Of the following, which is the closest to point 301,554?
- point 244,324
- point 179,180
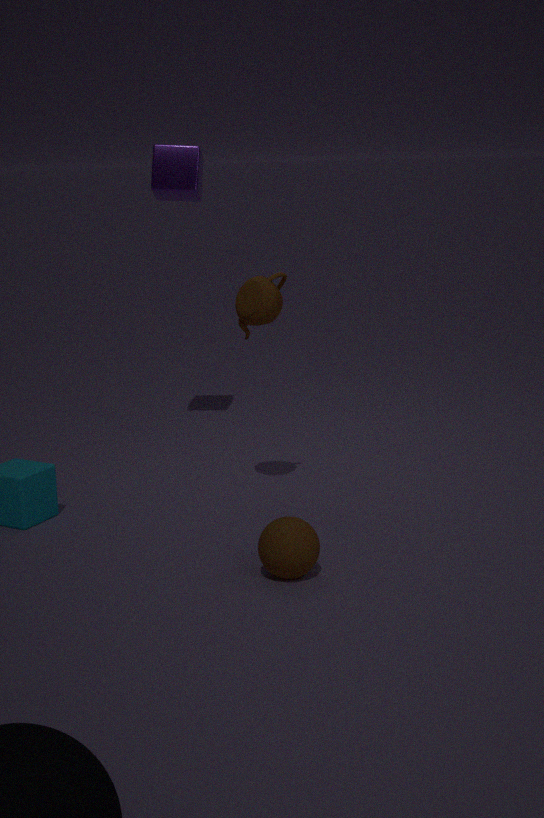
point 244,324
